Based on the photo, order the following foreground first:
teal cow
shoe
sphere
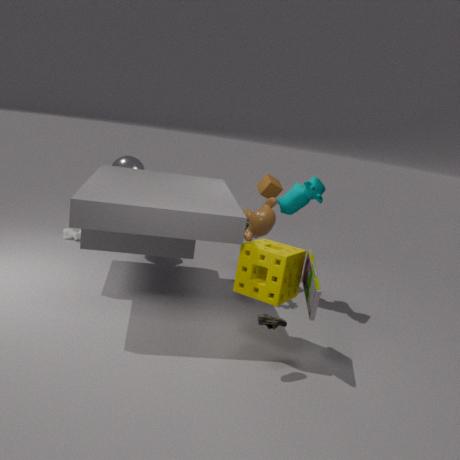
shoe, teal cow, sphere
